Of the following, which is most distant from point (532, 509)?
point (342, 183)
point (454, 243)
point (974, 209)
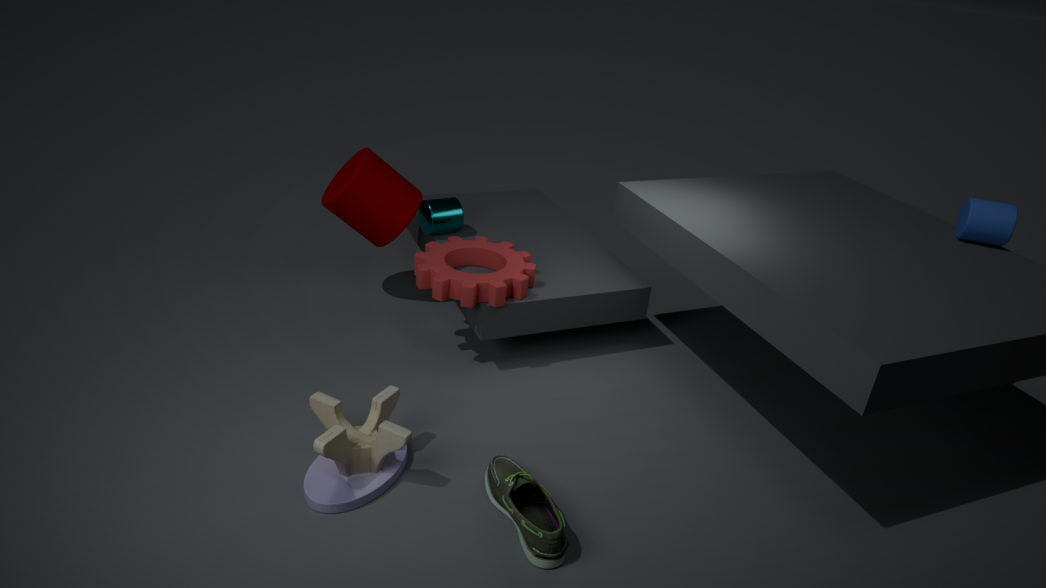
Answer: point (974, 209)
